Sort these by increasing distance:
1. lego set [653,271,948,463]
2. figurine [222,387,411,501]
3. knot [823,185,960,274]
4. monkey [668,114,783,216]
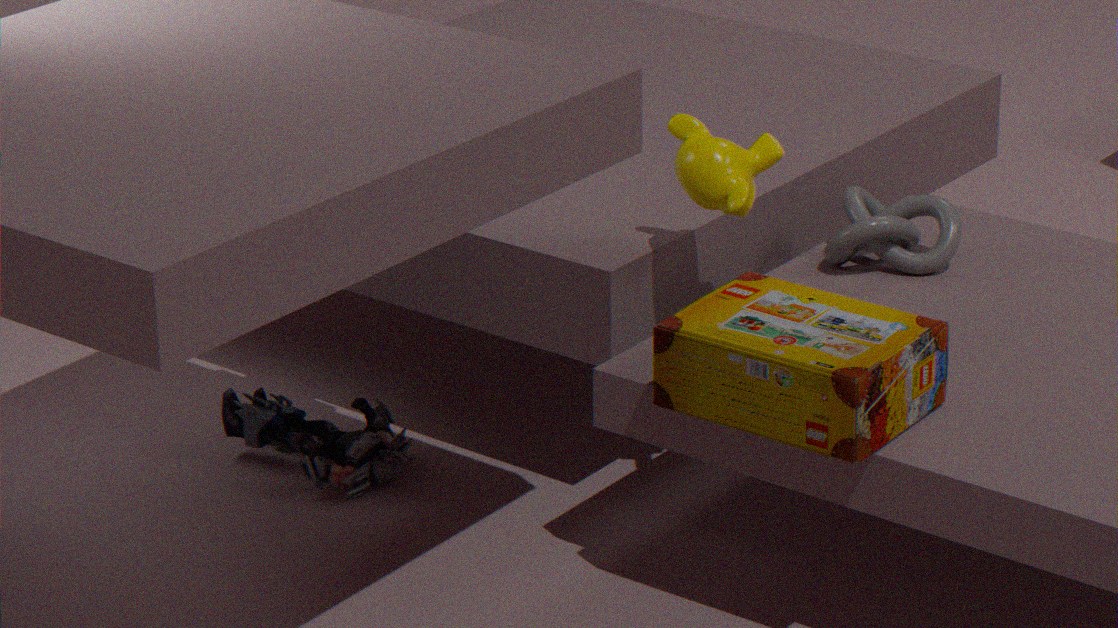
lego set [653,271,948,463] → monkey [668,114,783,216] → knot [823,185,960,274] → figurine [222,387,411,501]
